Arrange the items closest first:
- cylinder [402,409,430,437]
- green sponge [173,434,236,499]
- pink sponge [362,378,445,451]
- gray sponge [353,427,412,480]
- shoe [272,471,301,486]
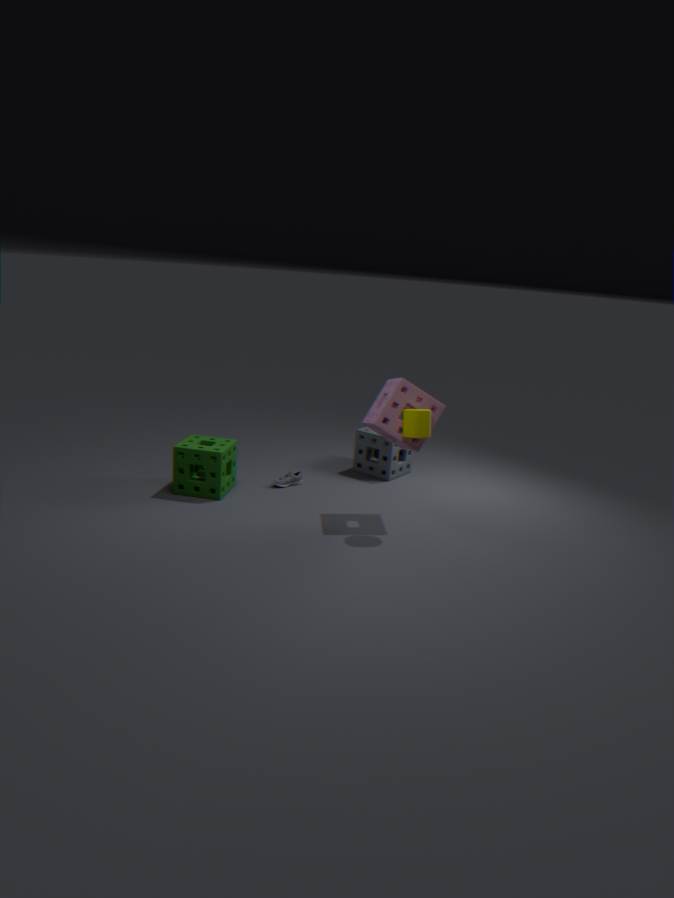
cylinder [402,409,430,437] → pink sponge [362,378,445,451] → green sponge [173,434,236,499] → shoe [272,471,301,486] → gray sponge [353,427,412,480]
